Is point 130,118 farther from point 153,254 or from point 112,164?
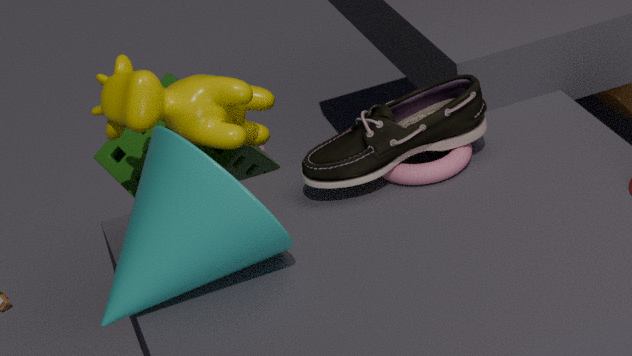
point 153,254
